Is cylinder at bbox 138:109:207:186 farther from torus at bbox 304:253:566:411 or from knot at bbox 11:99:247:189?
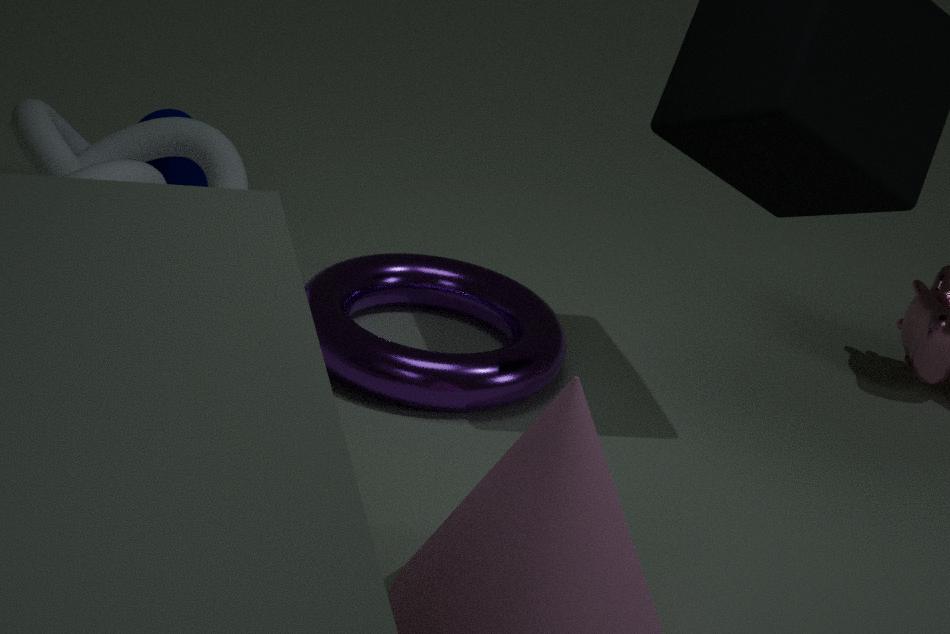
torus at bbox 304:253:566:411
